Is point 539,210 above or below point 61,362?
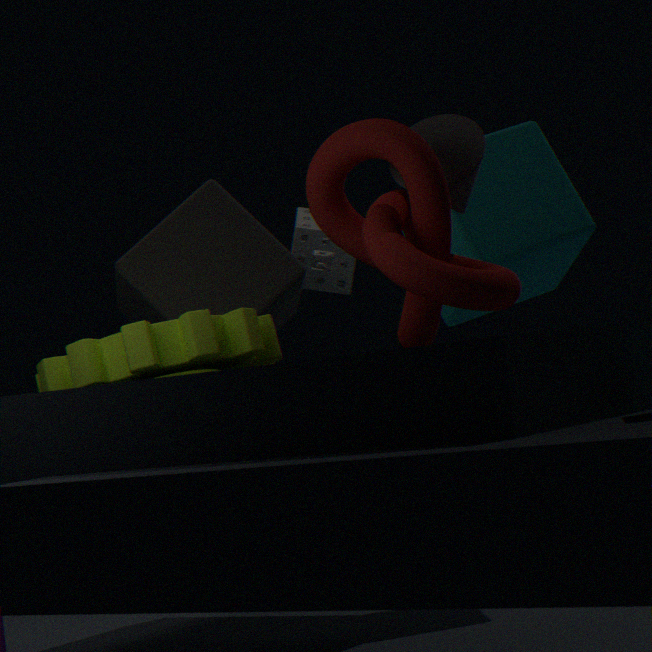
above
